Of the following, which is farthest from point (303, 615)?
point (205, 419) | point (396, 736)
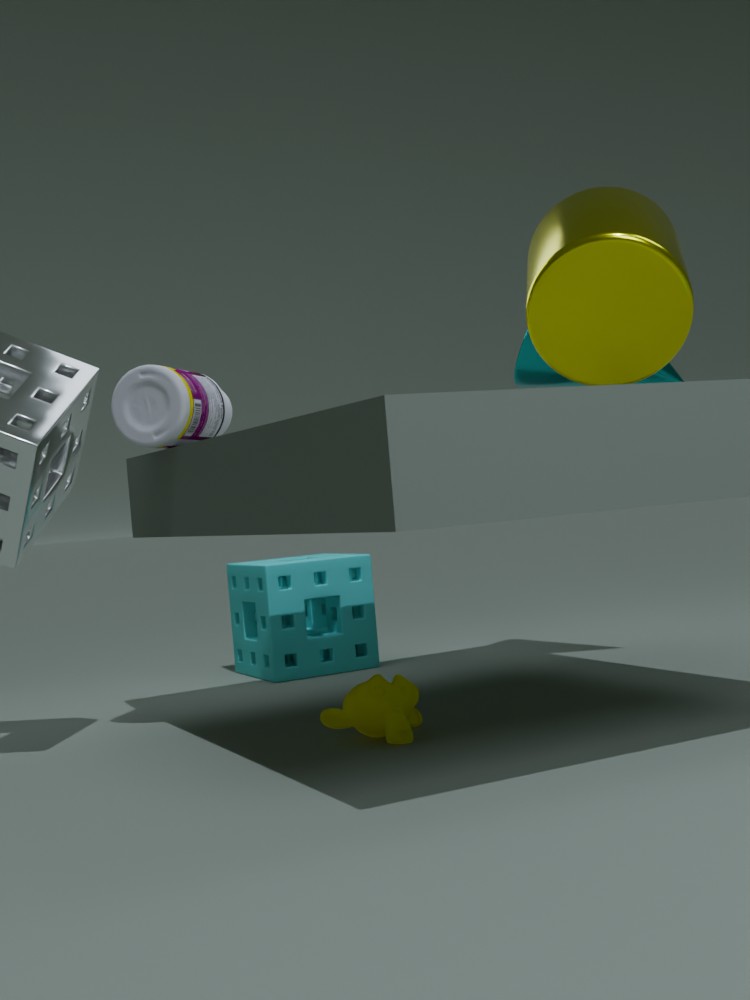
point (396, 736)
